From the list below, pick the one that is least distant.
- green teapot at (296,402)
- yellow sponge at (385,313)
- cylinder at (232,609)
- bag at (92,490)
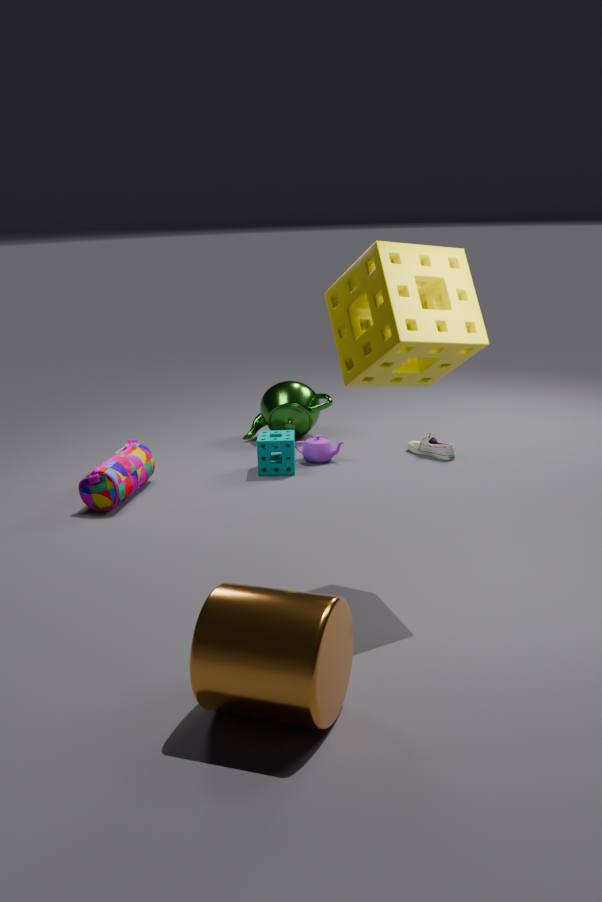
cylinder at (232,609)
